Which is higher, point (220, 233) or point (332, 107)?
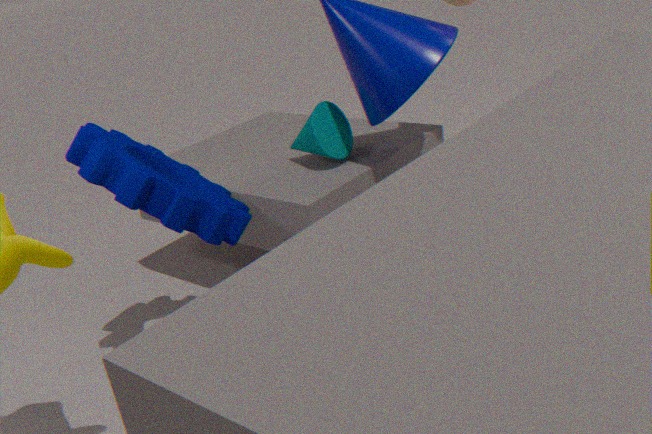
point (220, 233)
